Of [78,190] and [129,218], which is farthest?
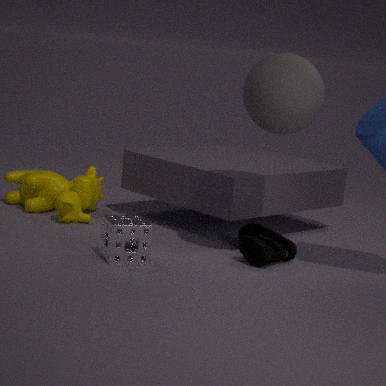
[78,190]
